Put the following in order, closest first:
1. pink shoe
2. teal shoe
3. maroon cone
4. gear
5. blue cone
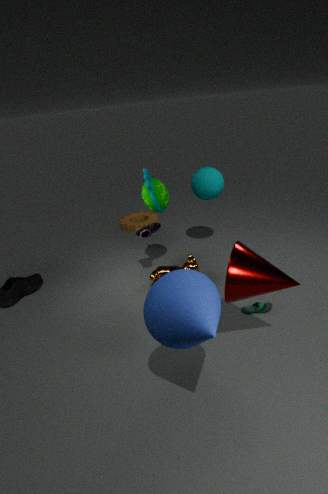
blue cone
maroon cone
teal shoe
pink shoe
gear
